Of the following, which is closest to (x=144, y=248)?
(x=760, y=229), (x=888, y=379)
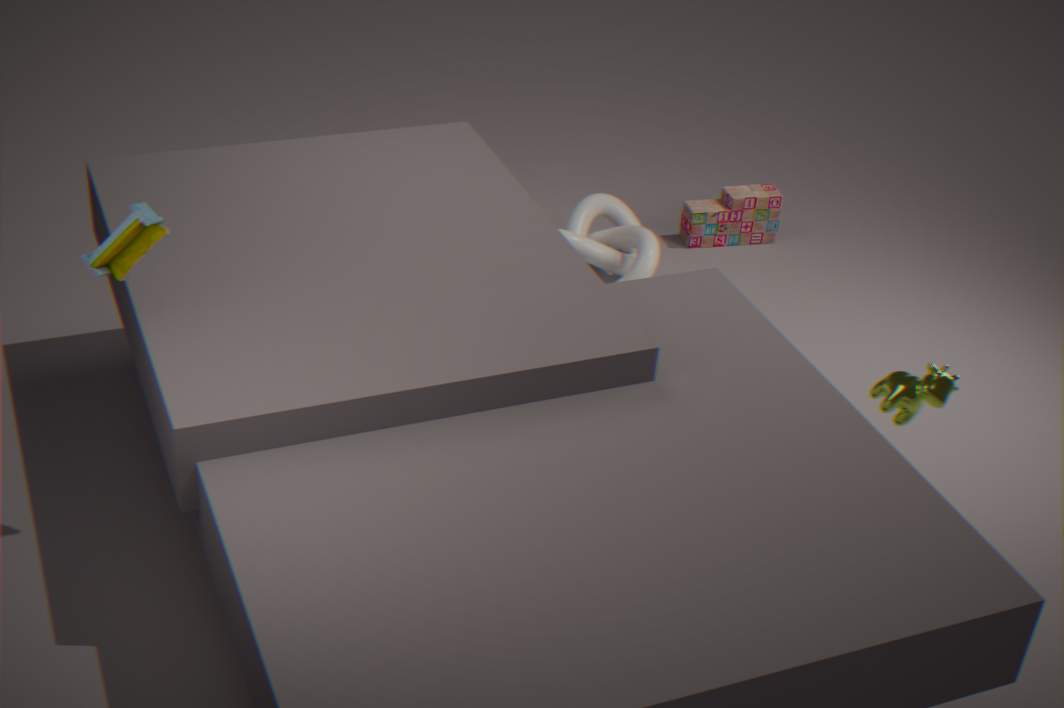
(x=888, y=379)
